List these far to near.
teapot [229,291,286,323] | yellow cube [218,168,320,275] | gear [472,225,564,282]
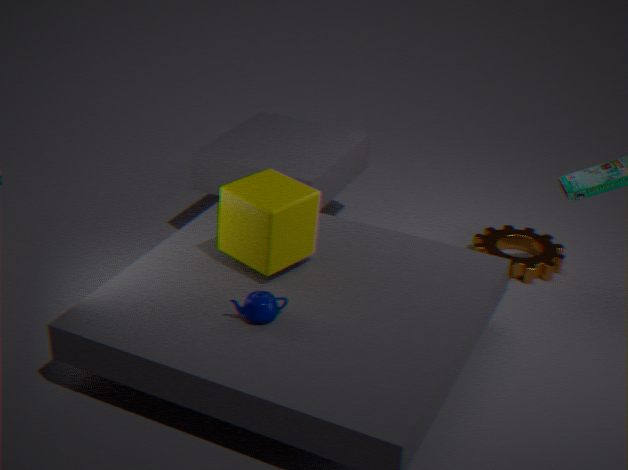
gear [472,225,564,282], yellow cube [218,168,320,275], teapot [229,291,286,323]
